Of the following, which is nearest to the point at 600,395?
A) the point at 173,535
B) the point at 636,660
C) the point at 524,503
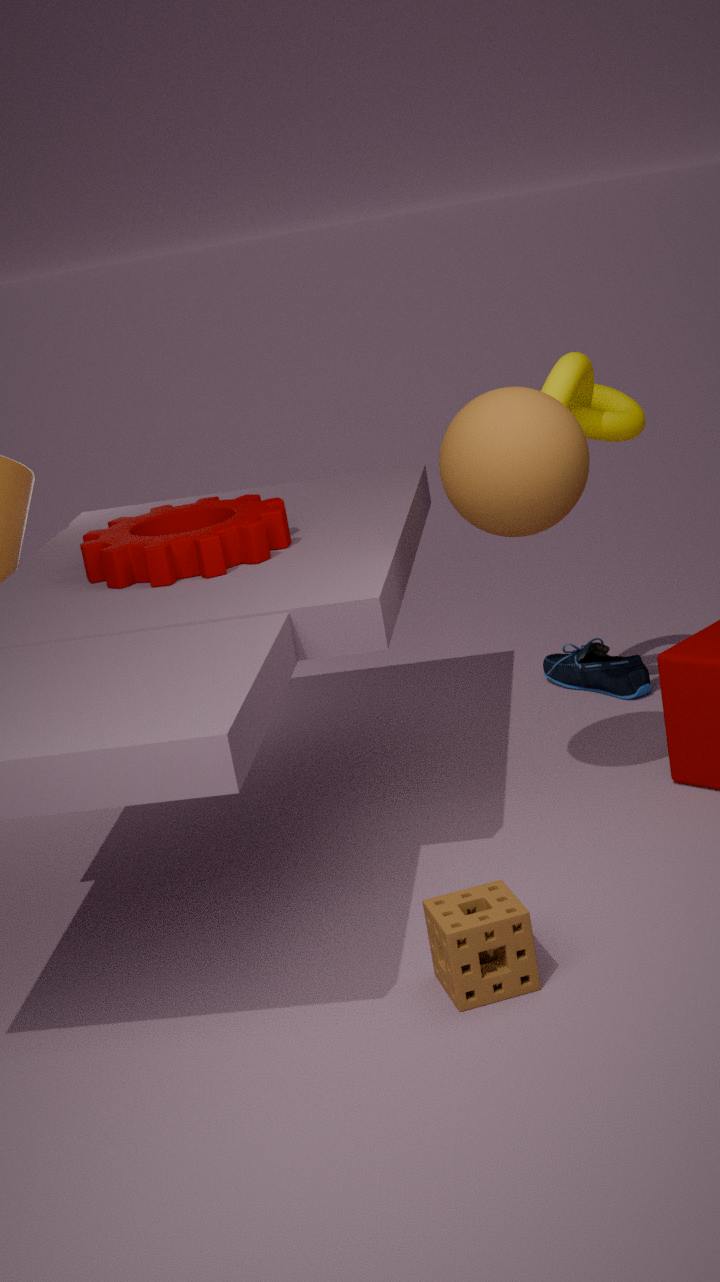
the point at 524,503
